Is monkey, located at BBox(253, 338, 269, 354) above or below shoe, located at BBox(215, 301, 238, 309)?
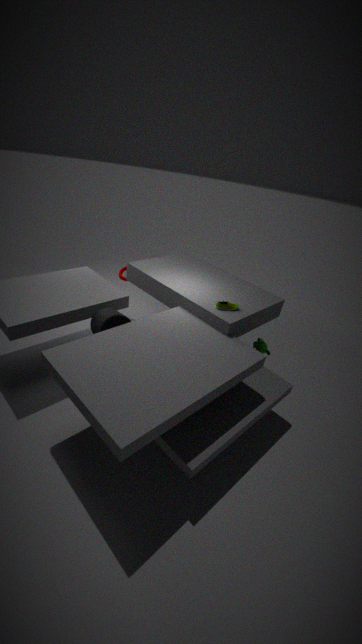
below
